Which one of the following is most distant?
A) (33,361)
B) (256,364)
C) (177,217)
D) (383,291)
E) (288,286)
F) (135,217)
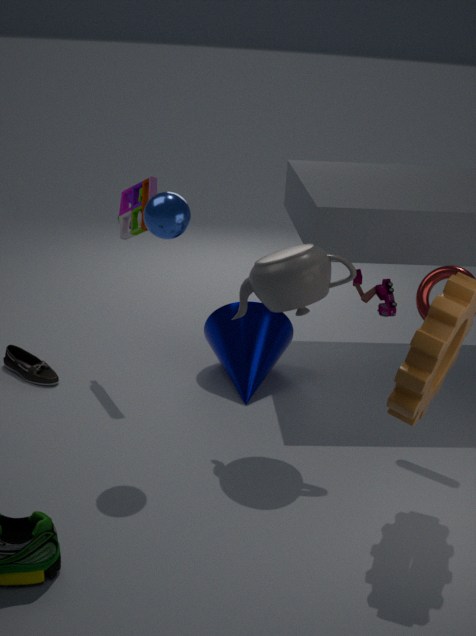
(383,291)
